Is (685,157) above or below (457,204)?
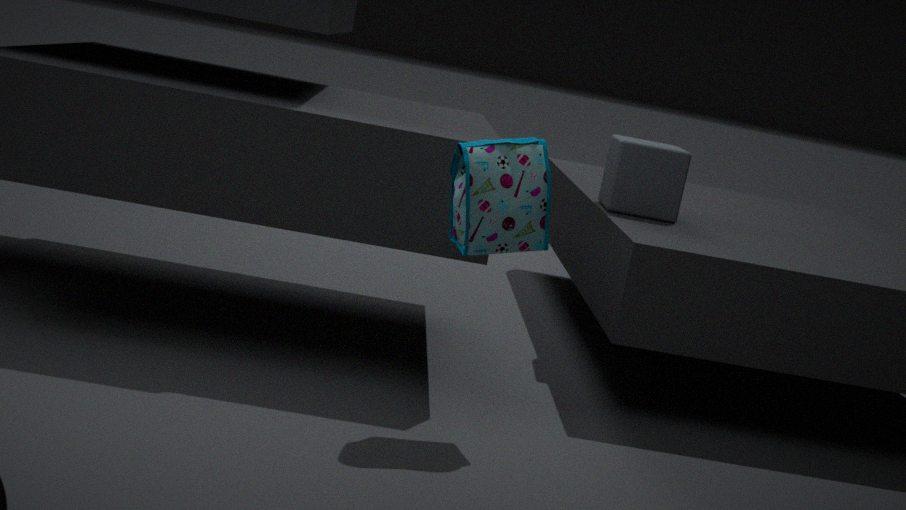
above
